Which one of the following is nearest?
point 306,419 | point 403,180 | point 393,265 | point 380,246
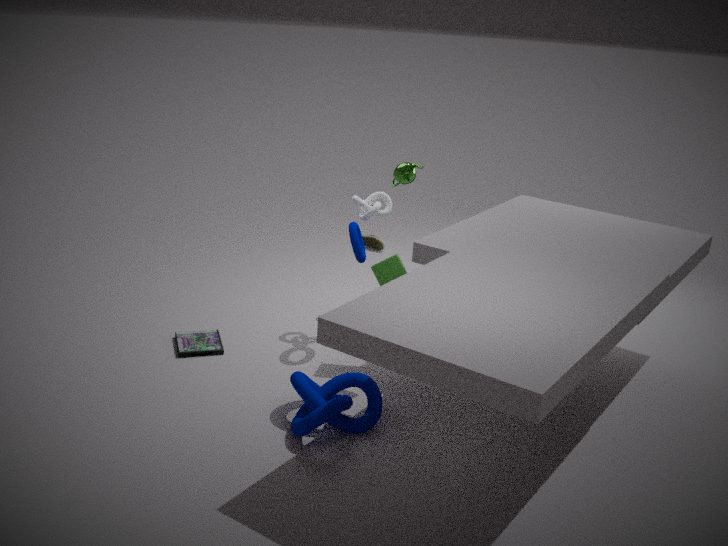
point 306,419
